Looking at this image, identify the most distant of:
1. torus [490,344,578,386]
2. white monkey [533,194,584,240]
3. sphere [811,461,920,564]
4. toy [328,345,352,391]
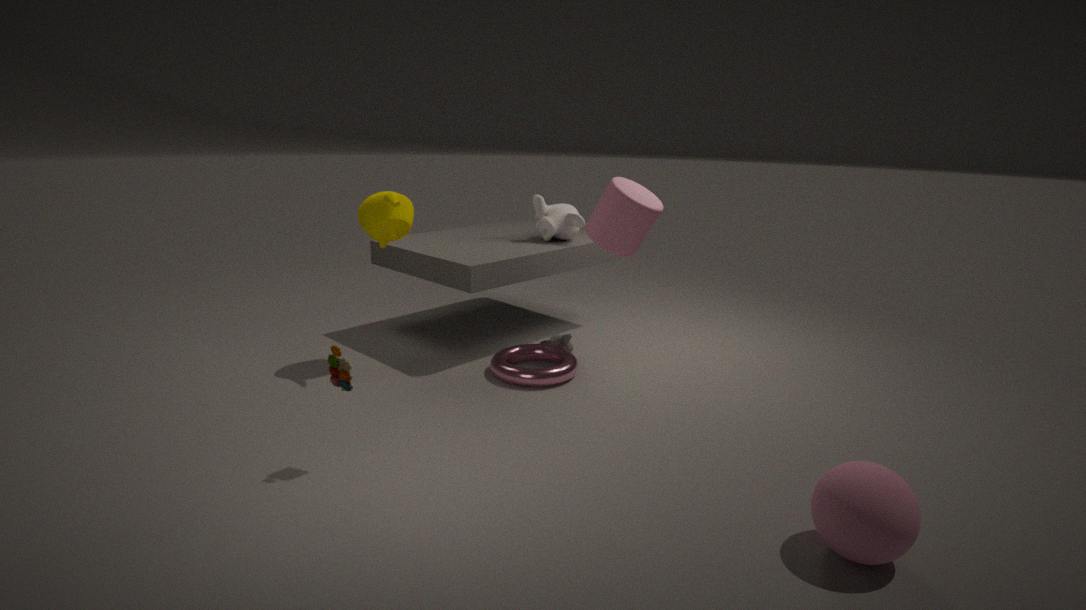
white monkey [533,194,584,240]
